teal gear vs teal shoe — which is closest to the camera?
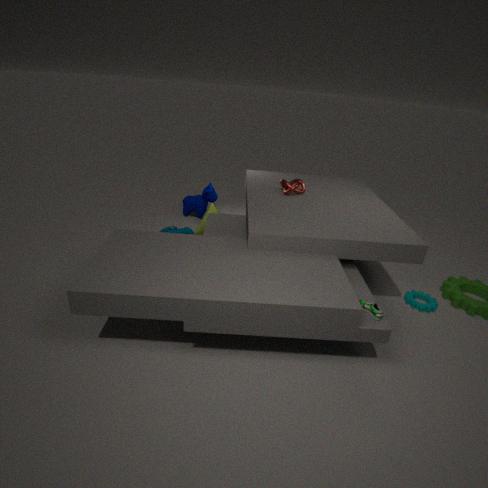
teal gear
